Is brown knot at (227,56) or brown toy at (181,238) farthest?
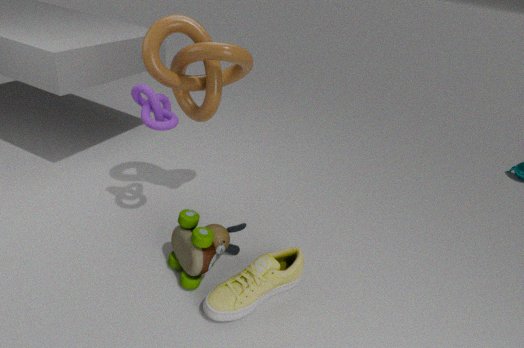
brown knot at (227,56)
